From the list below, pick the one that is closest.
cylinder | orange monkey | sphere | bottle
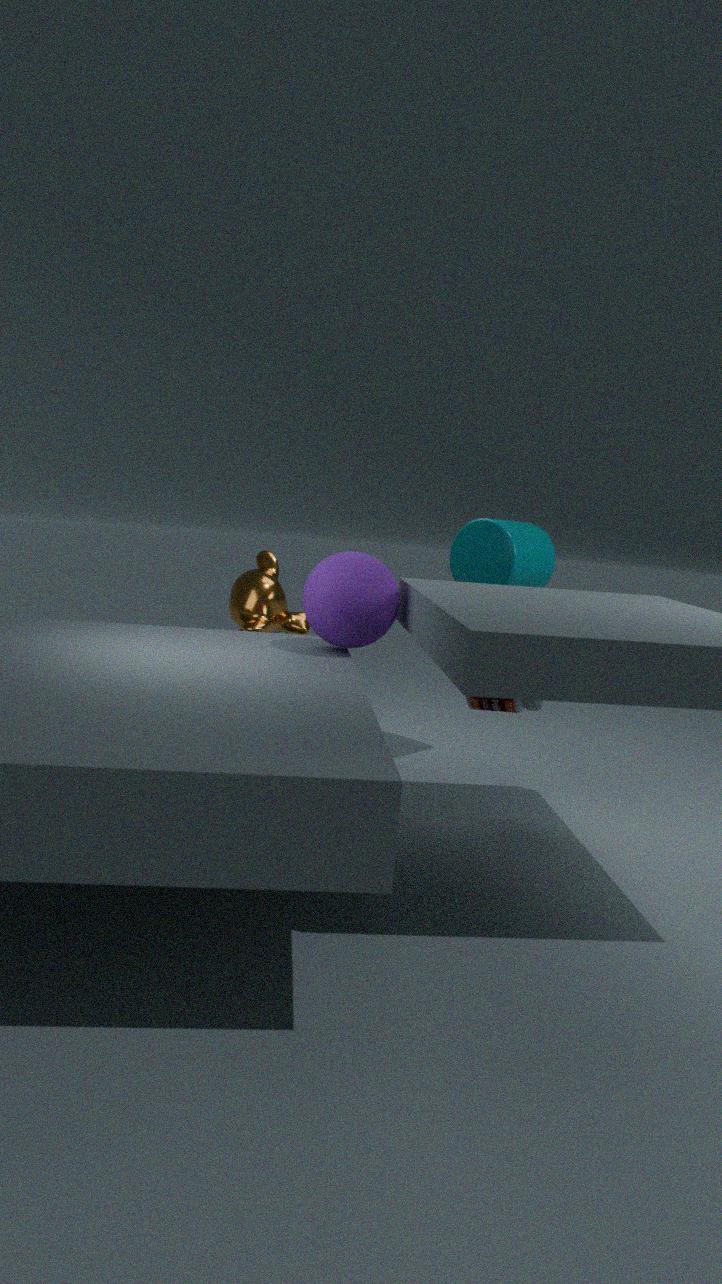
sphere
